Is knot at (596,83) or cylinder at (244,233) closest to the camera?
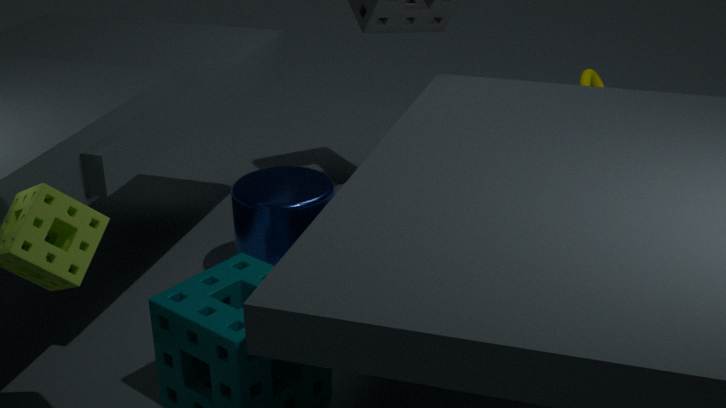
cylinder at (244,233)
